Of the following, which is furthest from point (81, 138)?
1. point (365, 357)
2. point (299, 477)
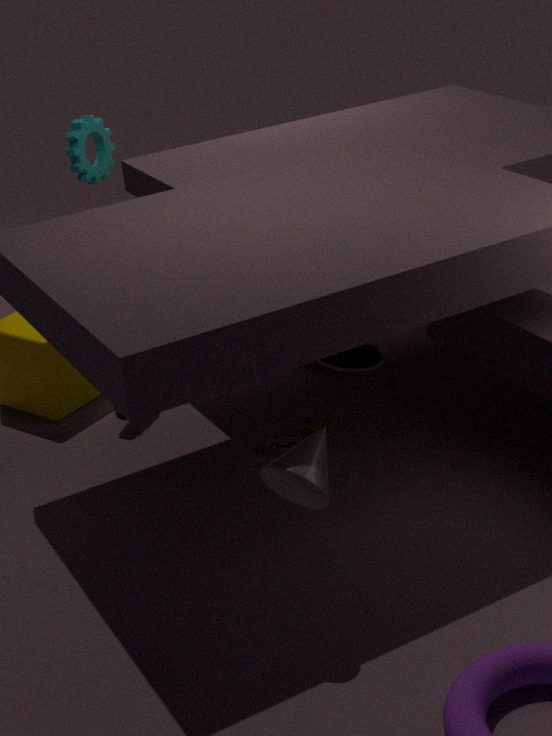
point (299, 477)
